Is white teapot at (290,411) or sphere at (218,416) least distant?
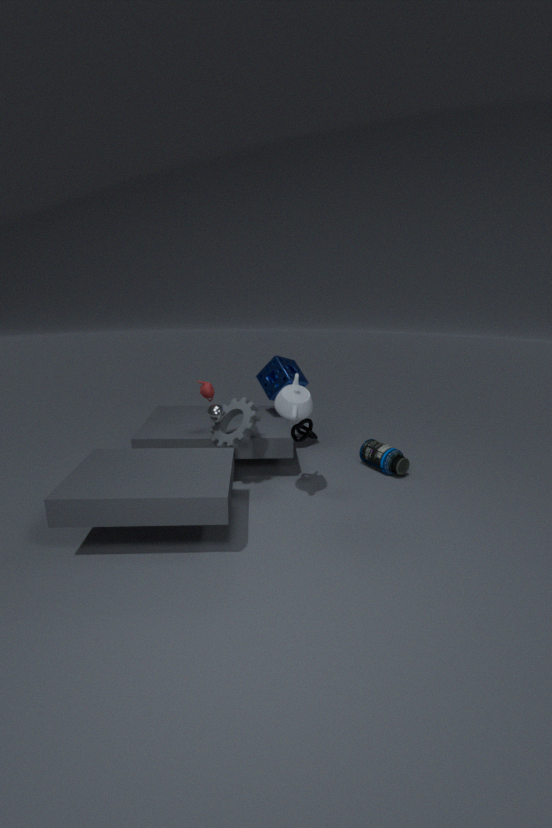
white teapot at (290,411)
